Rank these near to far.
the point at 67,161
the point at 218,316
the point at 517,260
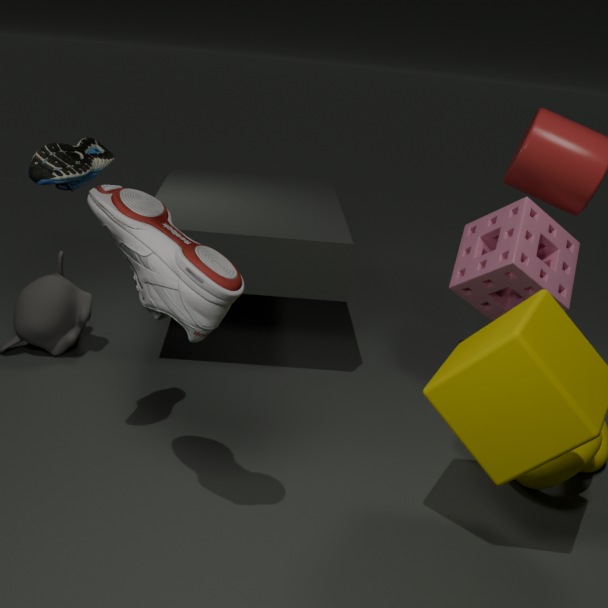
the point at 218,316, the point at 67,161, the point at 517,260
